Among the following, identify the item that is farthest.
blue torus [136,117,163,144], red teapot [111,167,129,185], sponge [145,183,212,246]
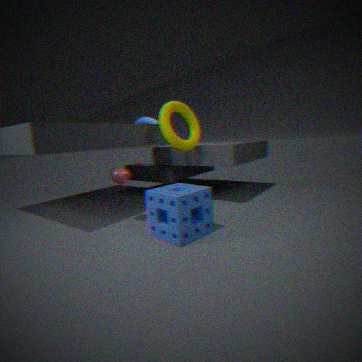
blue torus [136,117,163,144]
